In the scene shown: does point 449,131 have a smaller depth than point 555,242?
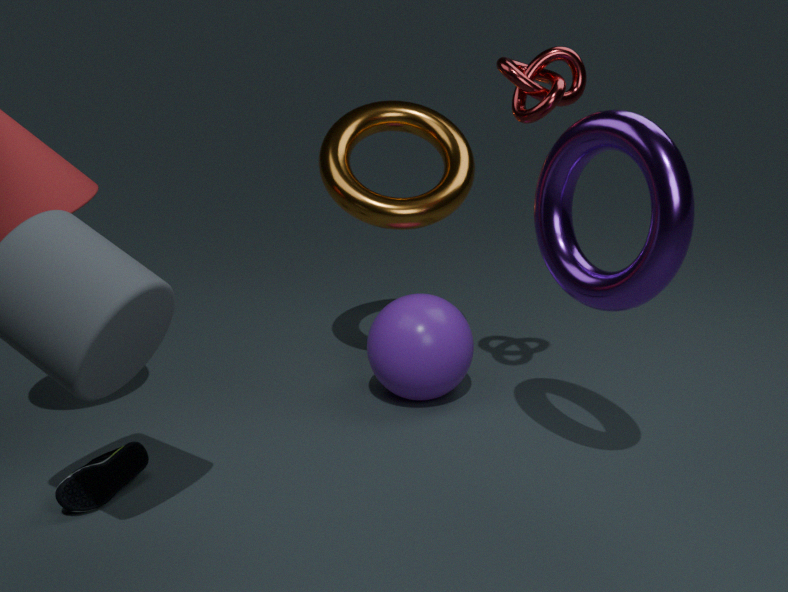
No
